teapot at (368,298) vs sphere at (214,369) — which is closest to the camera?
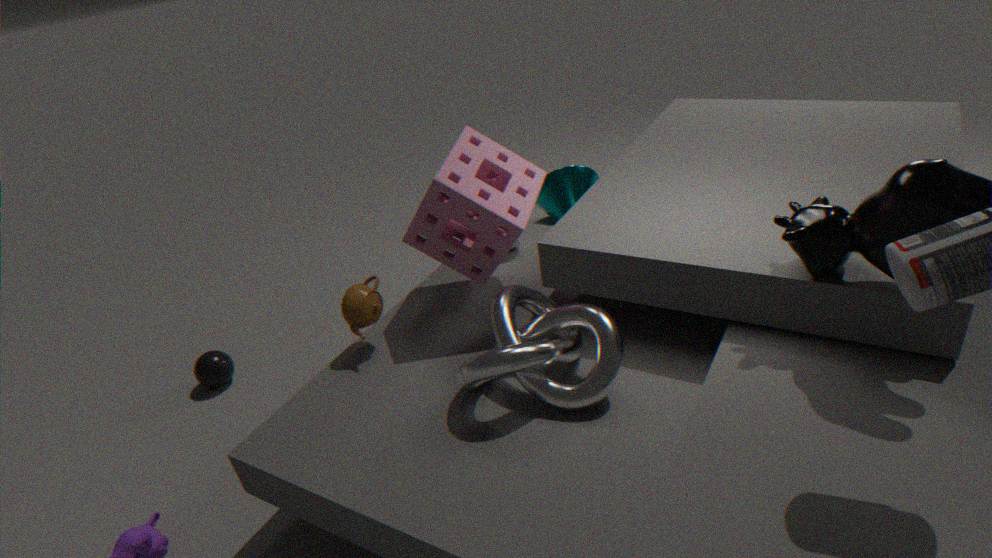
teapot at (368,298)
